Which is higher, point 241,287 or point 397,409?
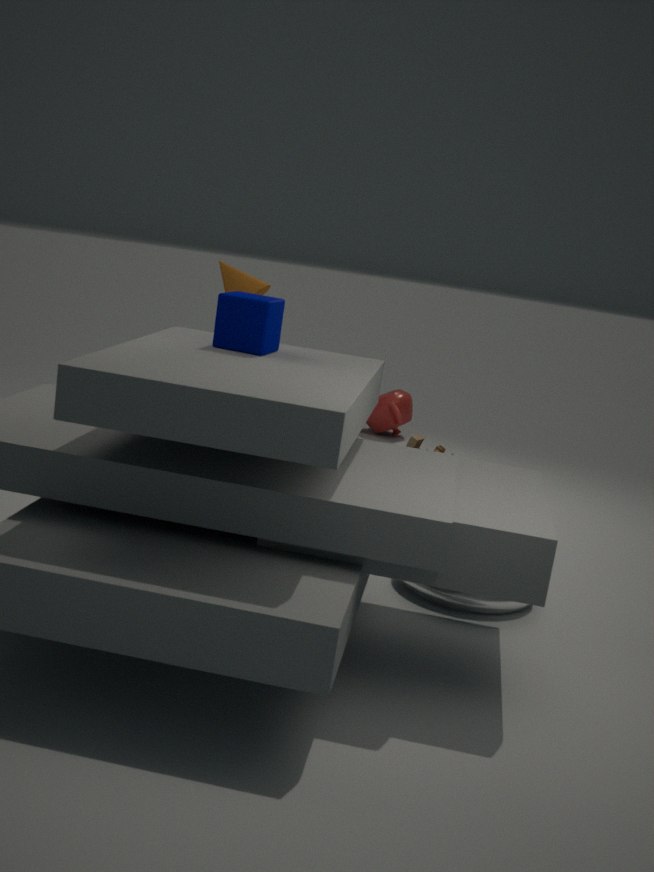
point 241,287
